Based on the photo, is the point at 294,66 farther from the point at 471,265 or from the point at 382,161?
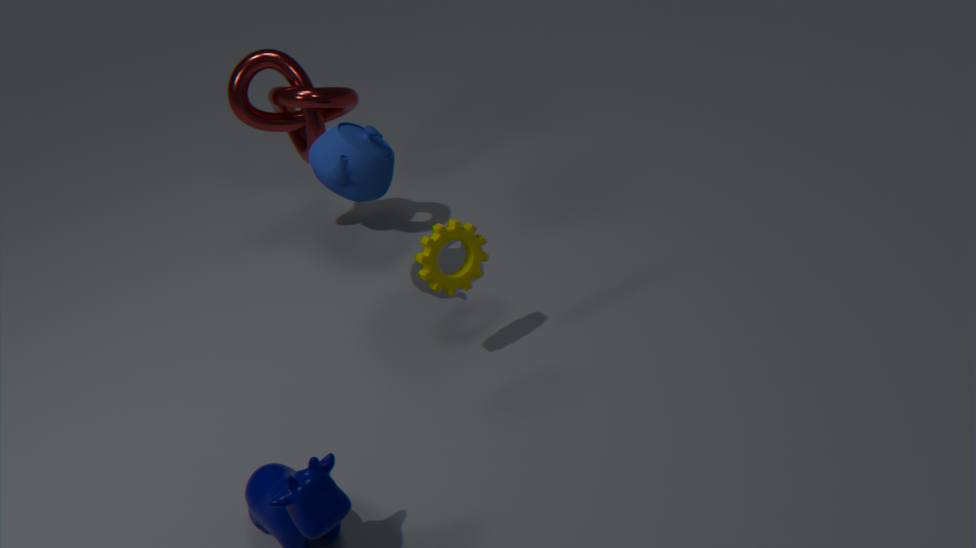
the point at 471,265
